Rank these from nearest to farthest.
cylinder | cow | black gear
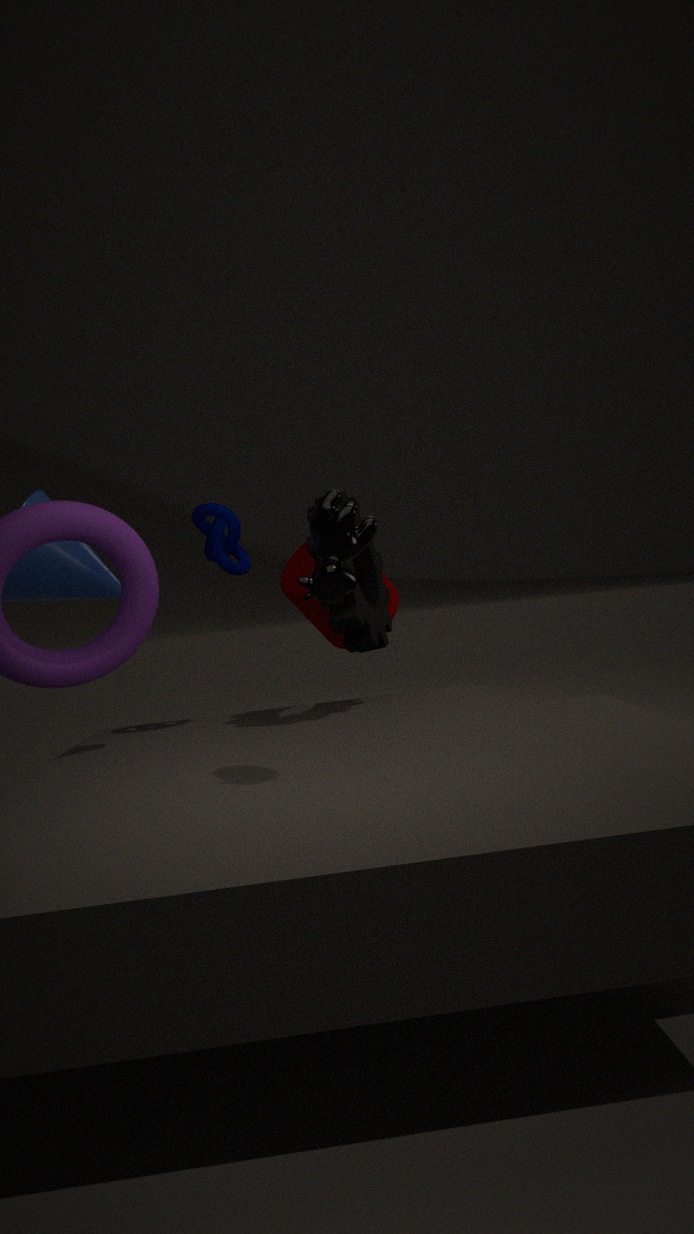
cow < black gear < cylinder
